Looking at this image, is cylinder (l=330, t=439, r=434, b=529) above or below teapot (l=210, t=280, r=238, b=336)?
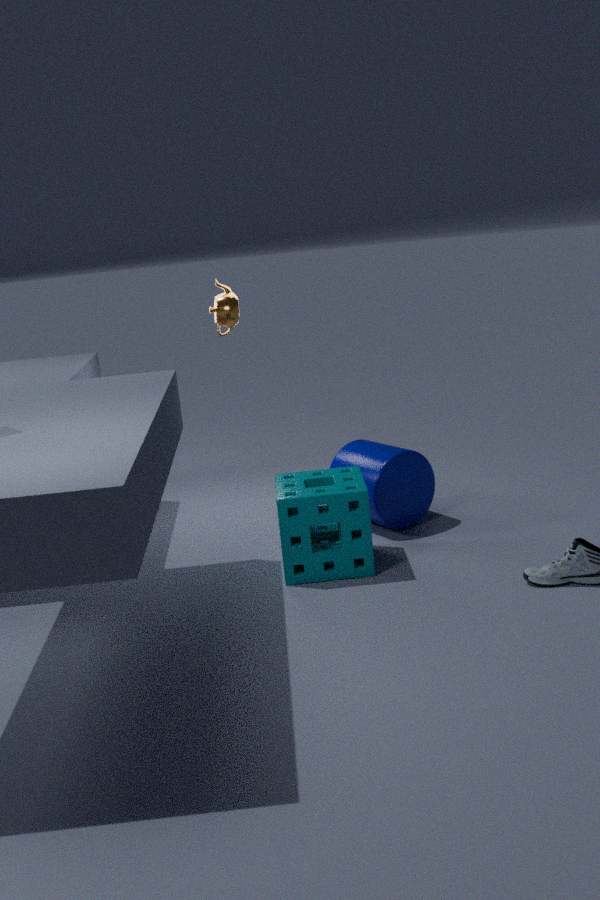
below
